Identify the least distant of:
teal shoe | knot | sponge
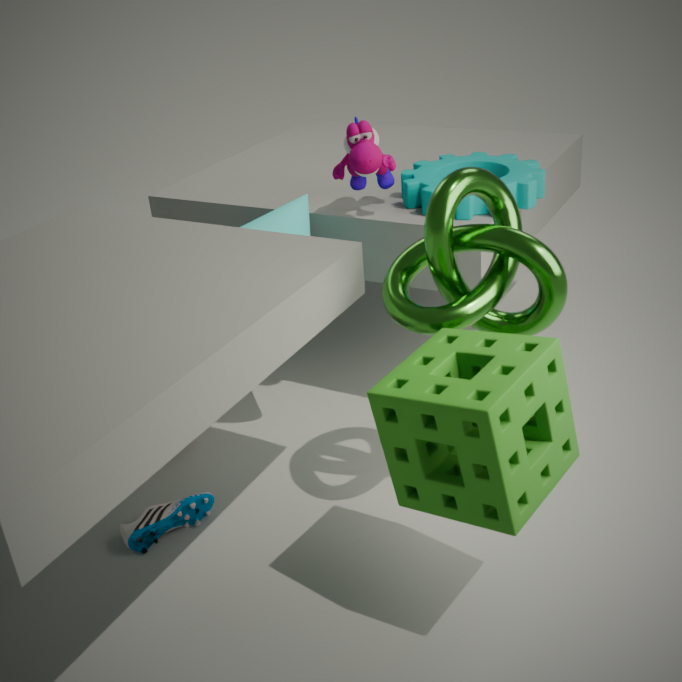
sponge
